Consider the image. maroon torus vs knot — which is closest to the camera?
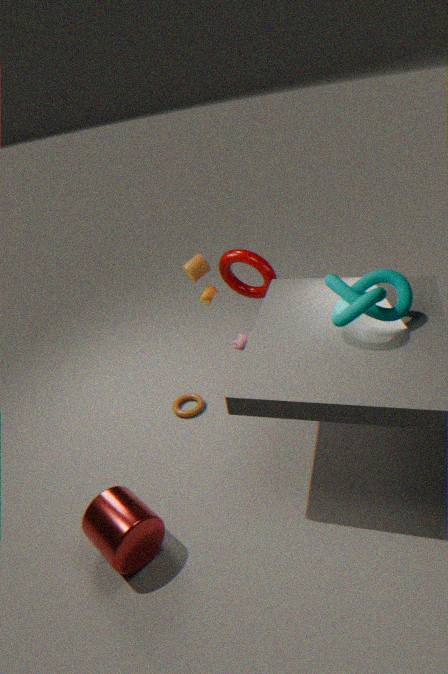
knot
